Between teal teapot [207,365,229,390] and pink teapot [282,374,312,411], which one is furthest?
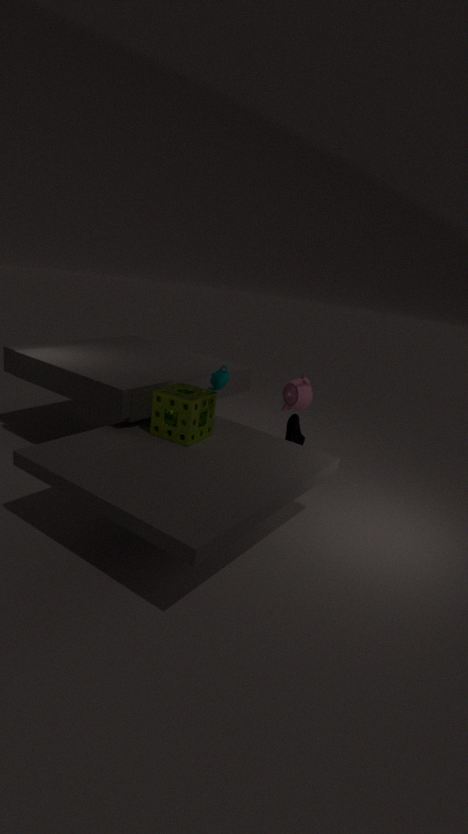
pink teapot [282,374,312,411]
